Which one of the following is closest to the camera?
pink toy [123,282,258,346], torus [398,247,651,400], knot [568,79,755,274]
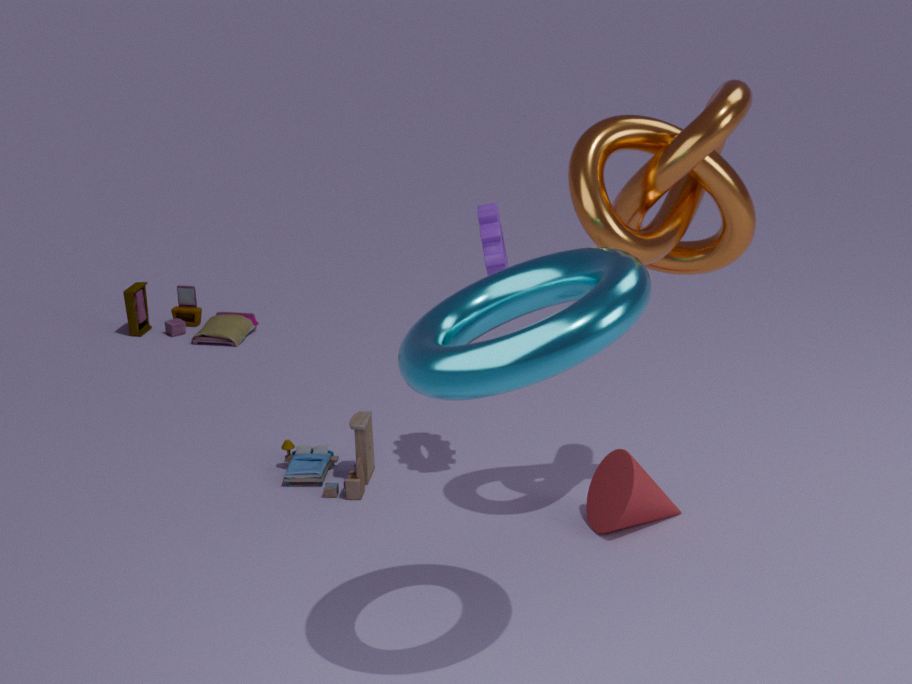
torus [398,247,651,400]
